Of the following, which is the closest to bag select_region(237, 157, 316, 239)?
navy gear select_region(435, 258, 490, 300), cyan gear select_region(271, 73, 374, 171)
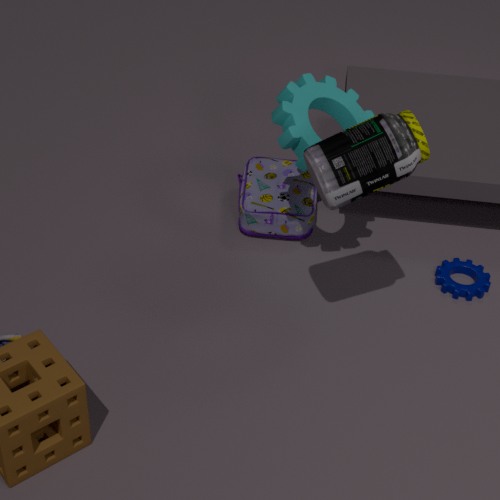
cyan gear select_region(271, 73, 374, 171)
